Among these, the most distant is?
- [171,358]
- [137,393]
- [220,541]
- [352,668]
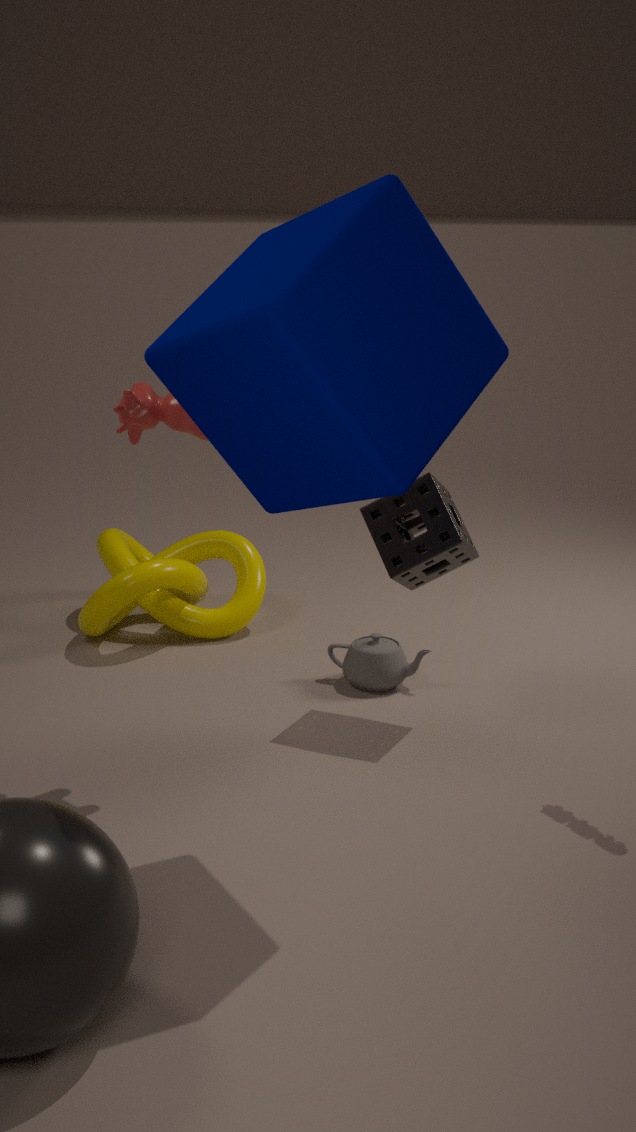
[220,541]
